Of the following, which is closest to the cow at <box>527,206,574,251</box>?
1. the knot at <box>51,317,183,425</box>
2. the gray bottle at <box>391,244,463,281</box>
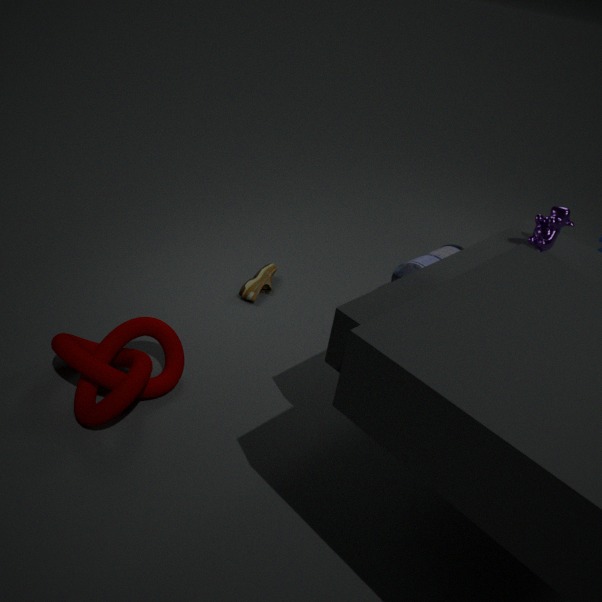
the gray bottle at <box>391,244,463,281</box>
